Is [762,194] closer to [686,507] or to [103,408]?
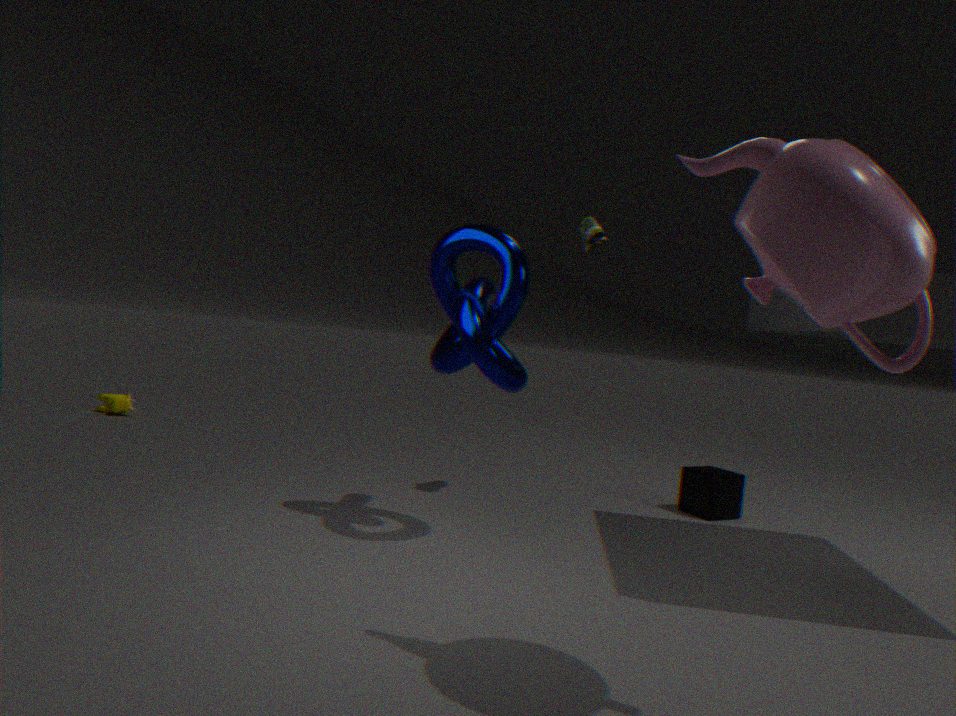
[686,507]
